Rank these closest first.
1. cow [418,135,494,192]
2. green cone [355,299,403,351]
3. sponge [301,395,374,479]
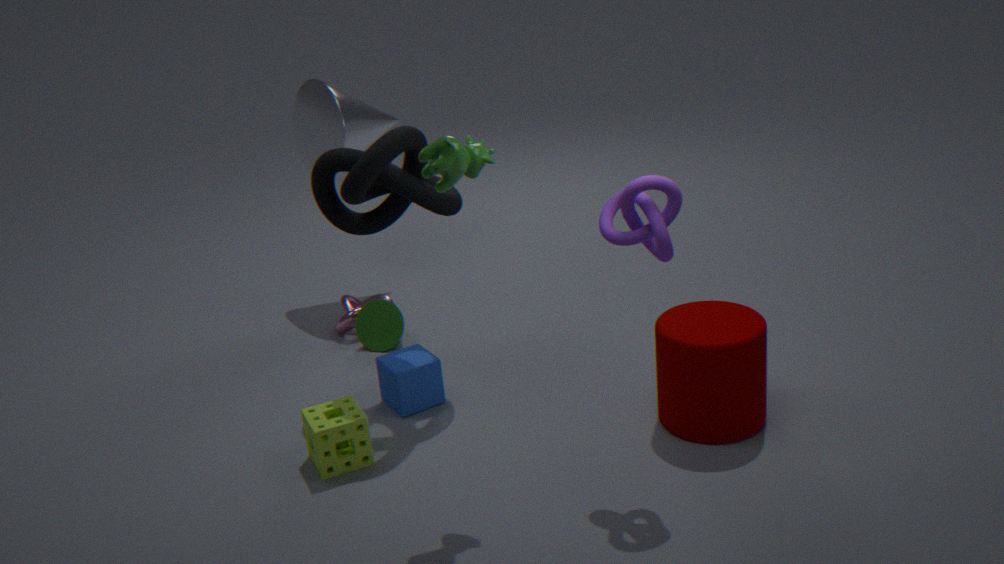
cow [418,135,494,192]
sponge [301,395,374,479]
green cone [355,299,403,351]
